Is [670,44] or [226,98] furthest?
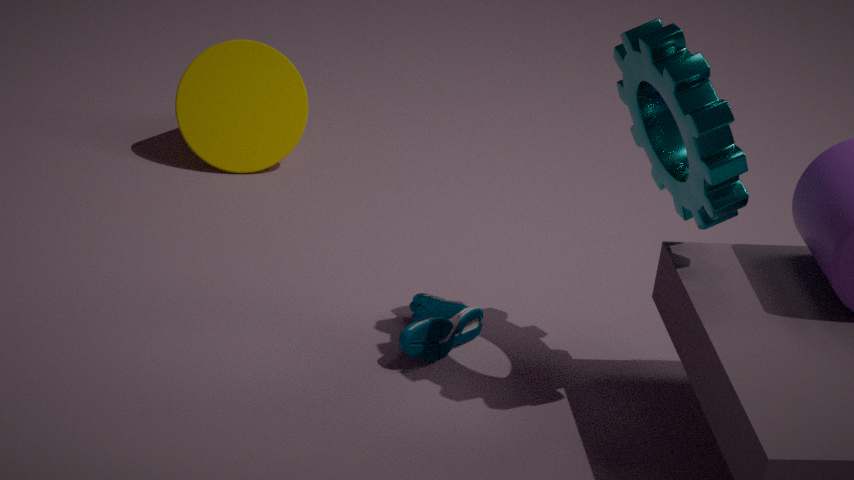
[226,98]
